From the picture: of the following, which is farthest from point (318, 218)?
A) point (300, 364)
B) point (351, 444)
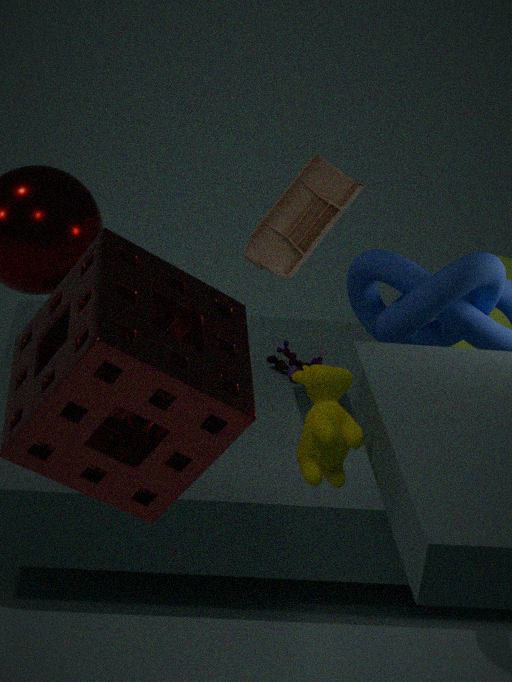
point (351, 444)
